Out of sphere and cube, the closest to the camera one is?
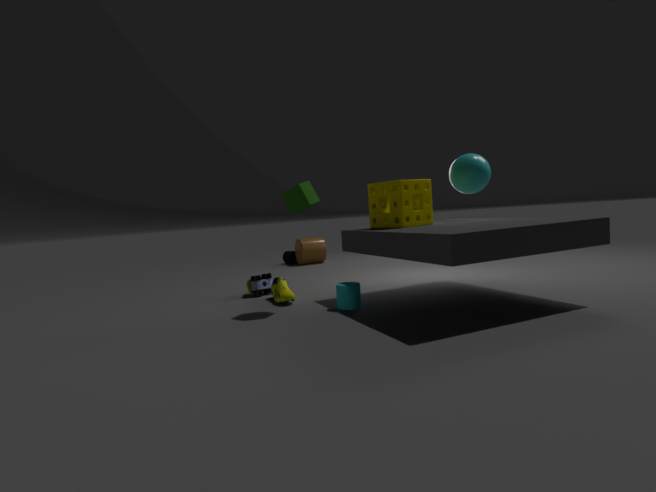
cube
